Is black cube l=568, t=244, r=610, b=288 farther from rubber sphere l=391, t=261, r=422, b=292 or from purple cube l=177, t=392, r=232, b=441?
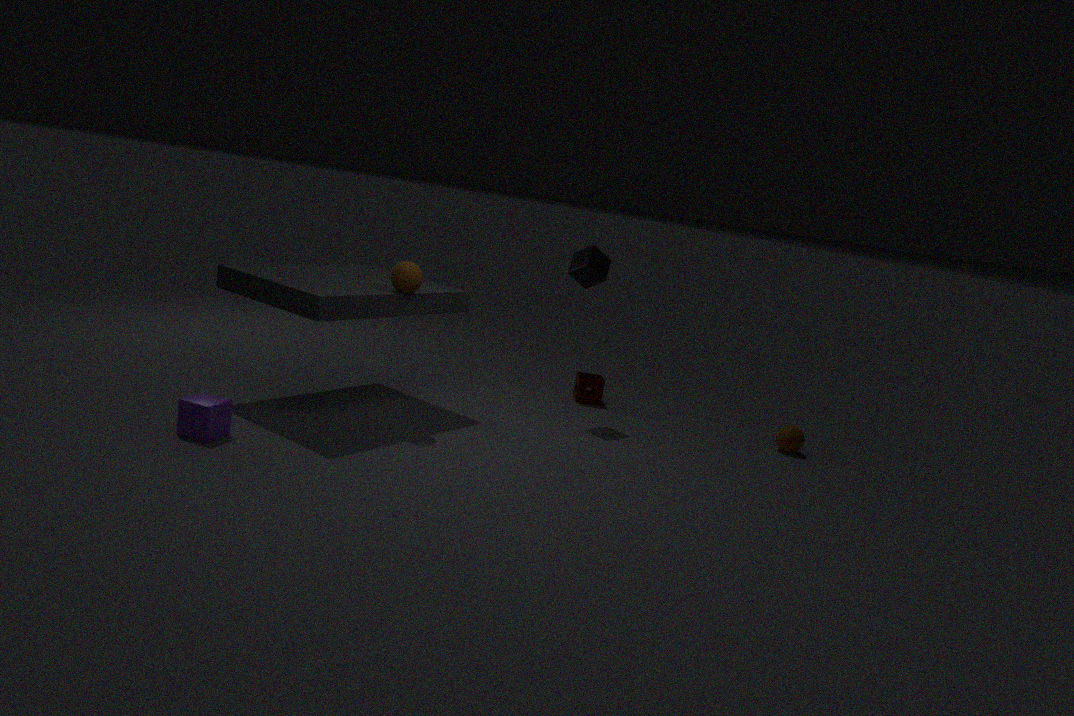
purple cube l=177, t=392, r=232, b=441
